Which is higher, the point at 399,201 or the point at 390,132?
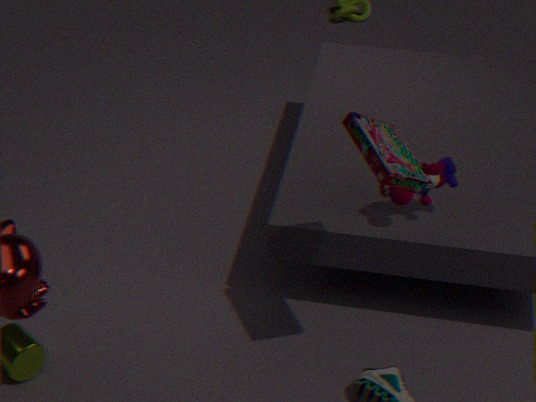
the point at 390,132
